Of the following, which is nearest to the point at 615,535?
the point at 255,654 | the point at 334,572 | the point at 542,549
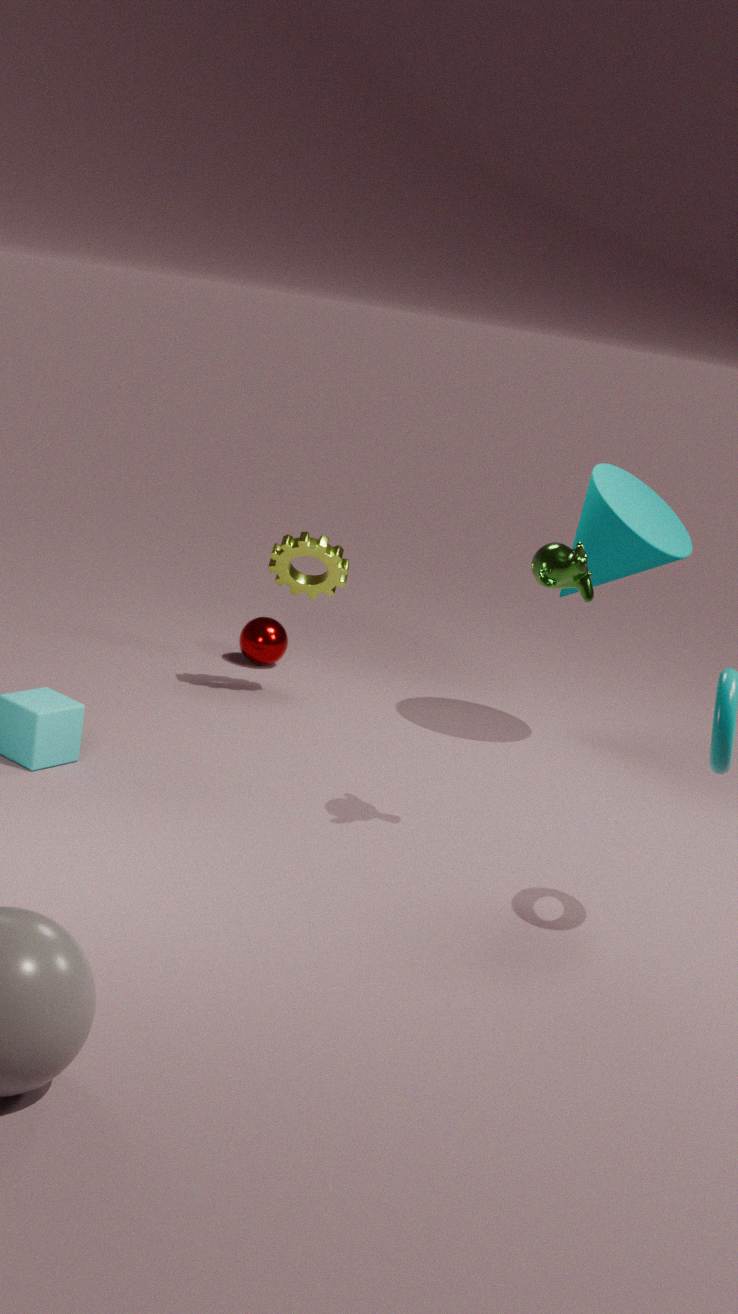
the point at 334,572
